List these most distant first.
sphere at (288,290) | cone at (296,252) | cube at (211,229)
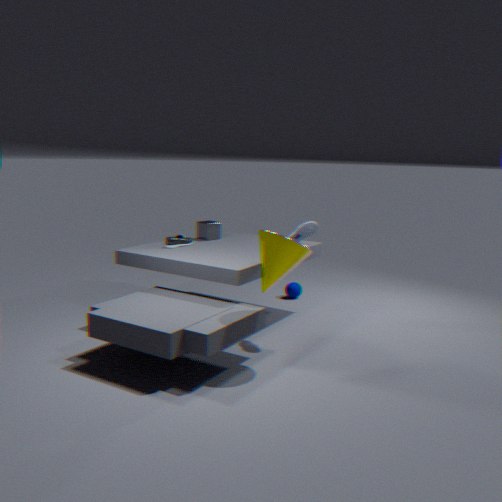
sphere at (288,290) → cube at (211,229) → cone at (296,252)
